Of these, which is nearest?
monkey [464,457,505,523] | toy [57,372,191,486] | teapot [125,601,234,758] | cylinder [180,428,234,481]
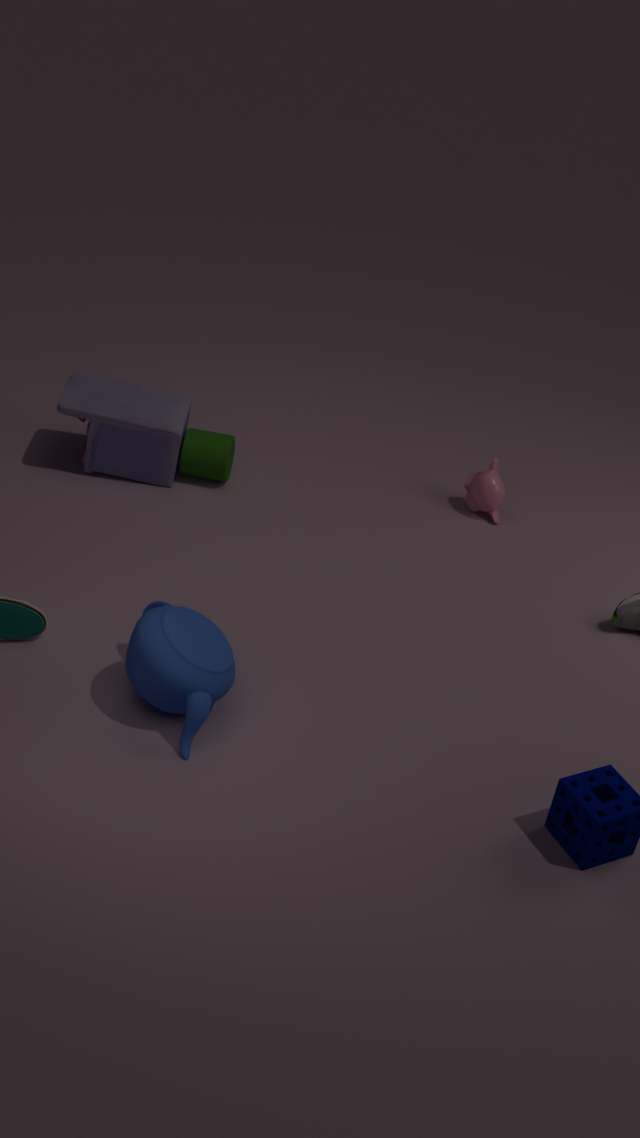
teapot [125,601,234,758]
